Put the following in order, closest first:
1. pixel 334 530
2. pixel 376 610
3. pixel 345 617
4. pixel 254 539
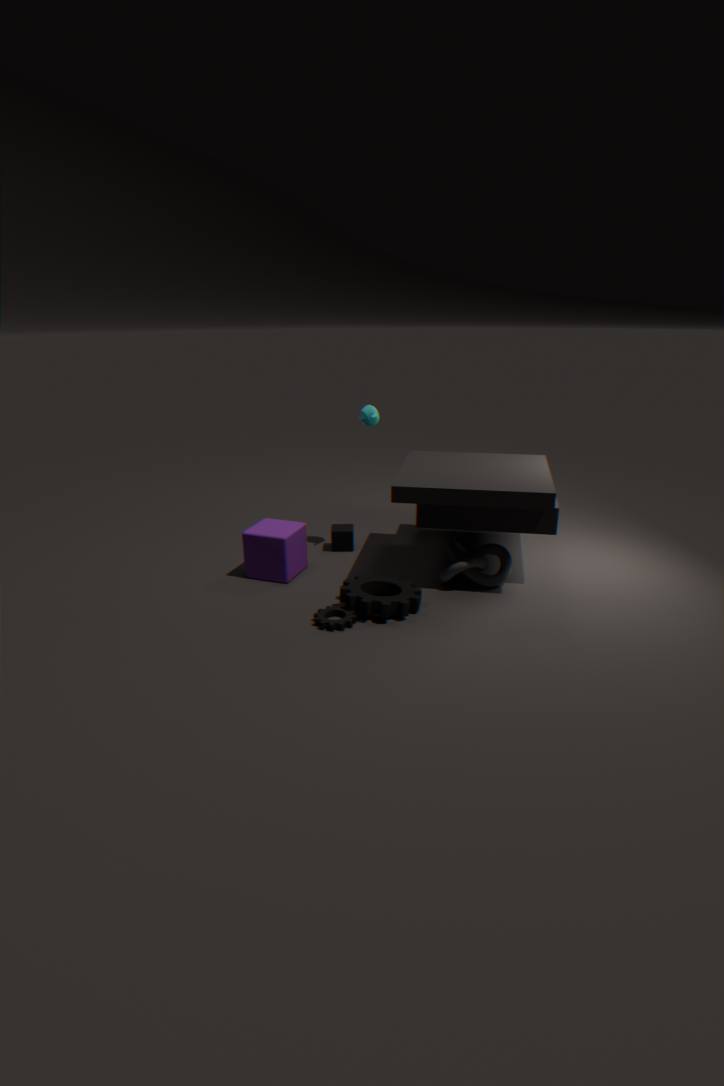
1. pixel 345 617
2. pixel 376 610
3. pixel 254 539
4. pixel 334 530
